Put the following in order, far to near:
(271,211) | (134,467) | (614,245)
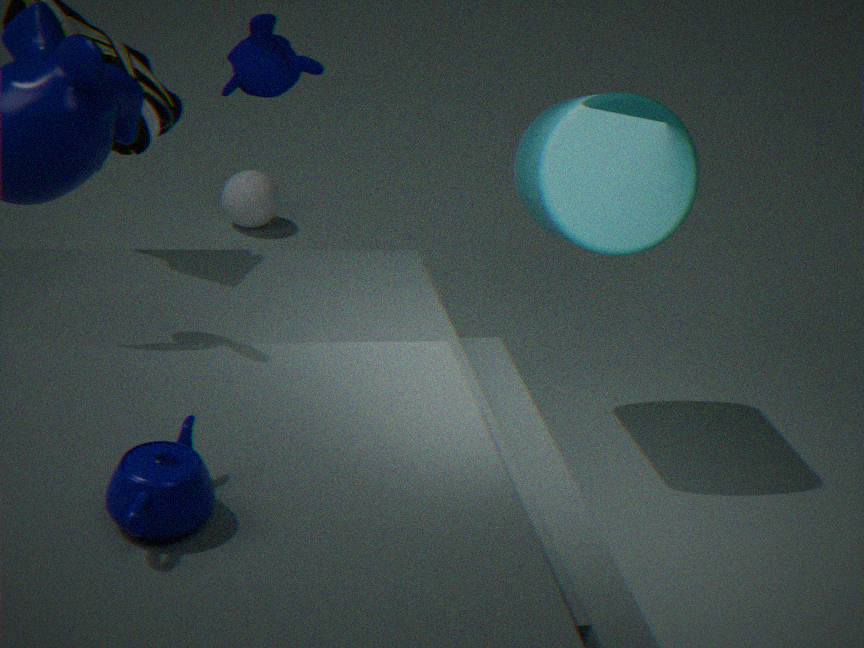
1. (271,211)
2. (614,245)
3. (134,467)
